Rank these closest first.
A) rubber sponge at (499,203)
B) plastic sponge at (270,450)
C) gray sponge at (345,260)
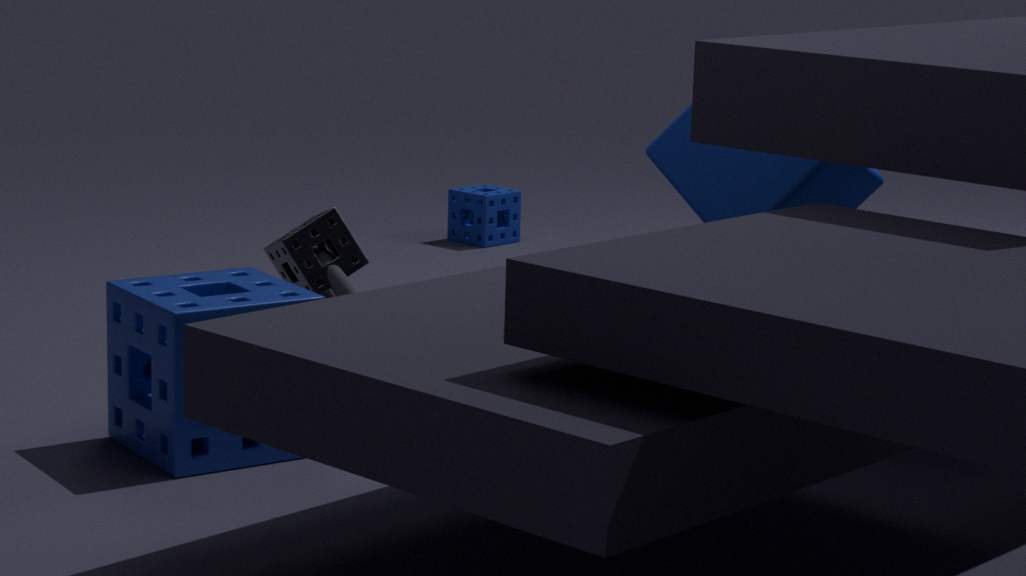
plastic sponge at (270,450)
gray sponge at (345,260)
rubber sponge at (499,203)
